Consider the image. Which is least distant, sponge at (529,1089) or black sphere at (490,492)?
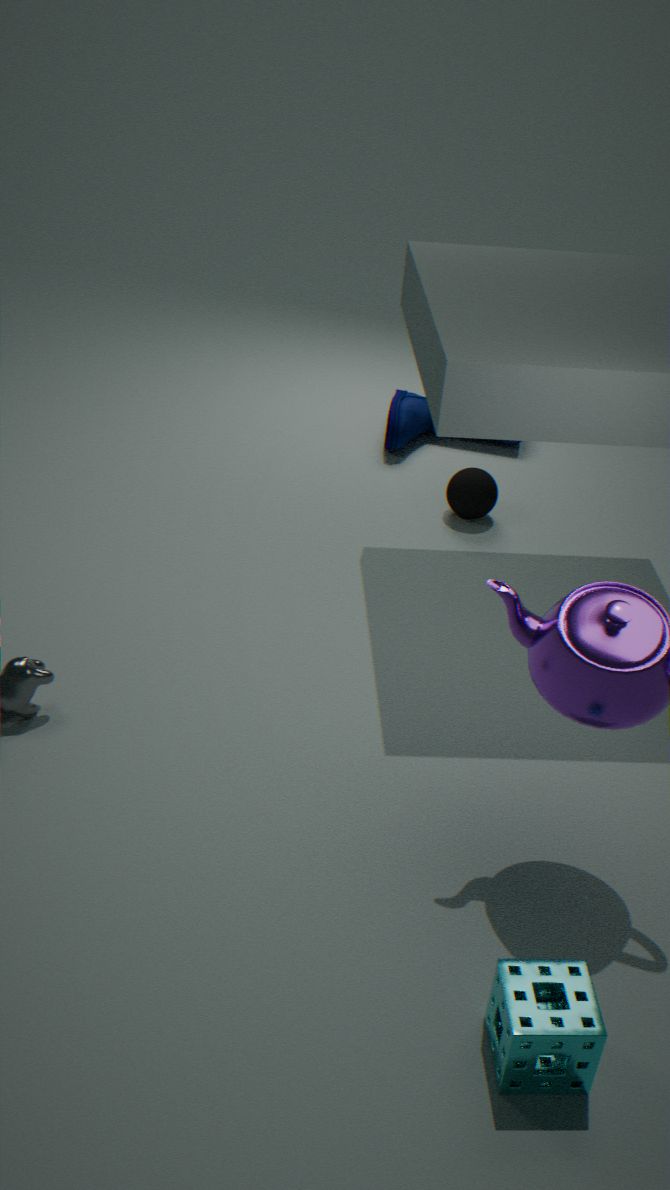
sponge at (529,1089)
